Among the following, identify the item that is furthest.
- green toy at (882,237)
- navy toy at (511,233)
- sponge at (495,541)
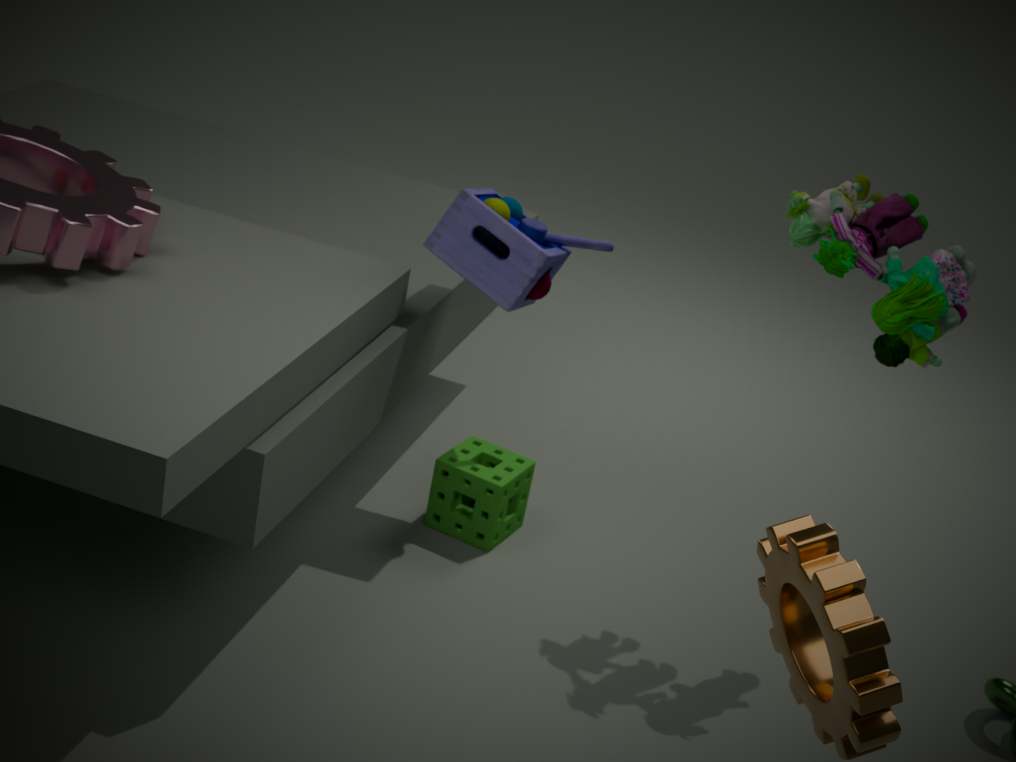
sponge at (495,541)
